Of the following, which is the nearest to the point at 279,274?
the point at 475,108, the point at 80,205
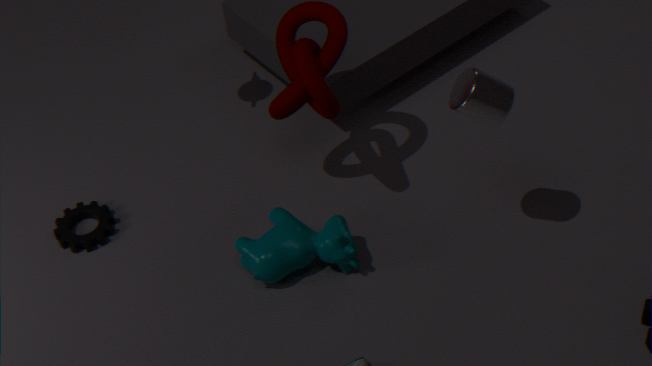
the point at 80,205
